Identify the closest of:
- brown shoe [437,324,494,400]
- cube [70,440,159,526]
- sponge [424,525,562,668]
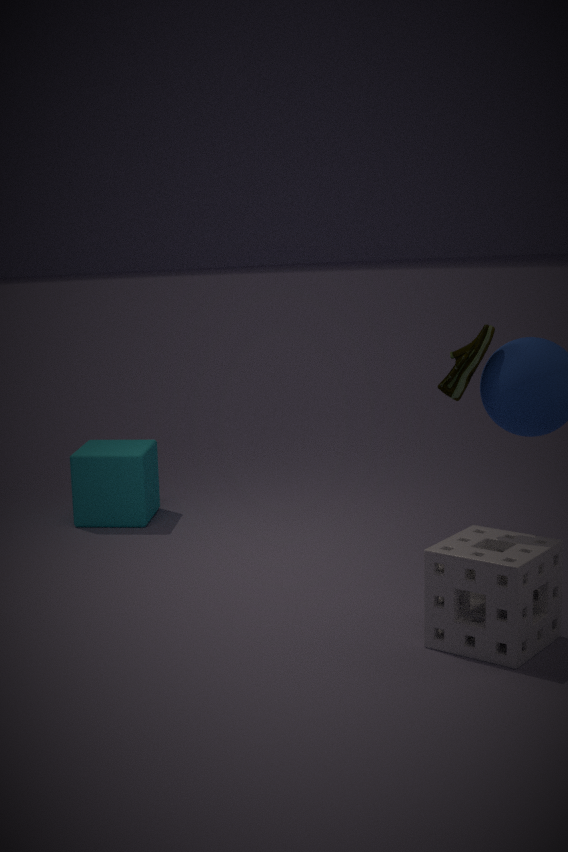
sponge [424,525,562,668]
